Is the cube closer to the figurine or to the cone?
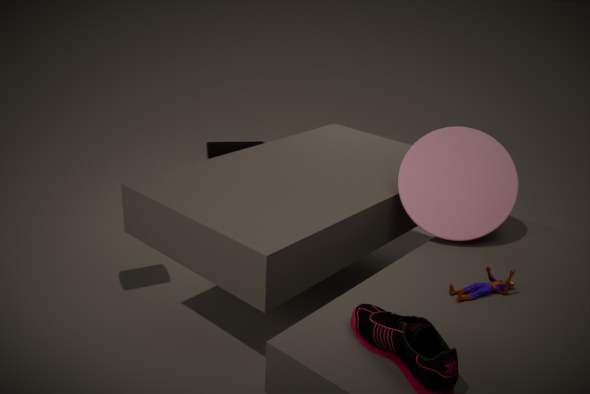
the cone
